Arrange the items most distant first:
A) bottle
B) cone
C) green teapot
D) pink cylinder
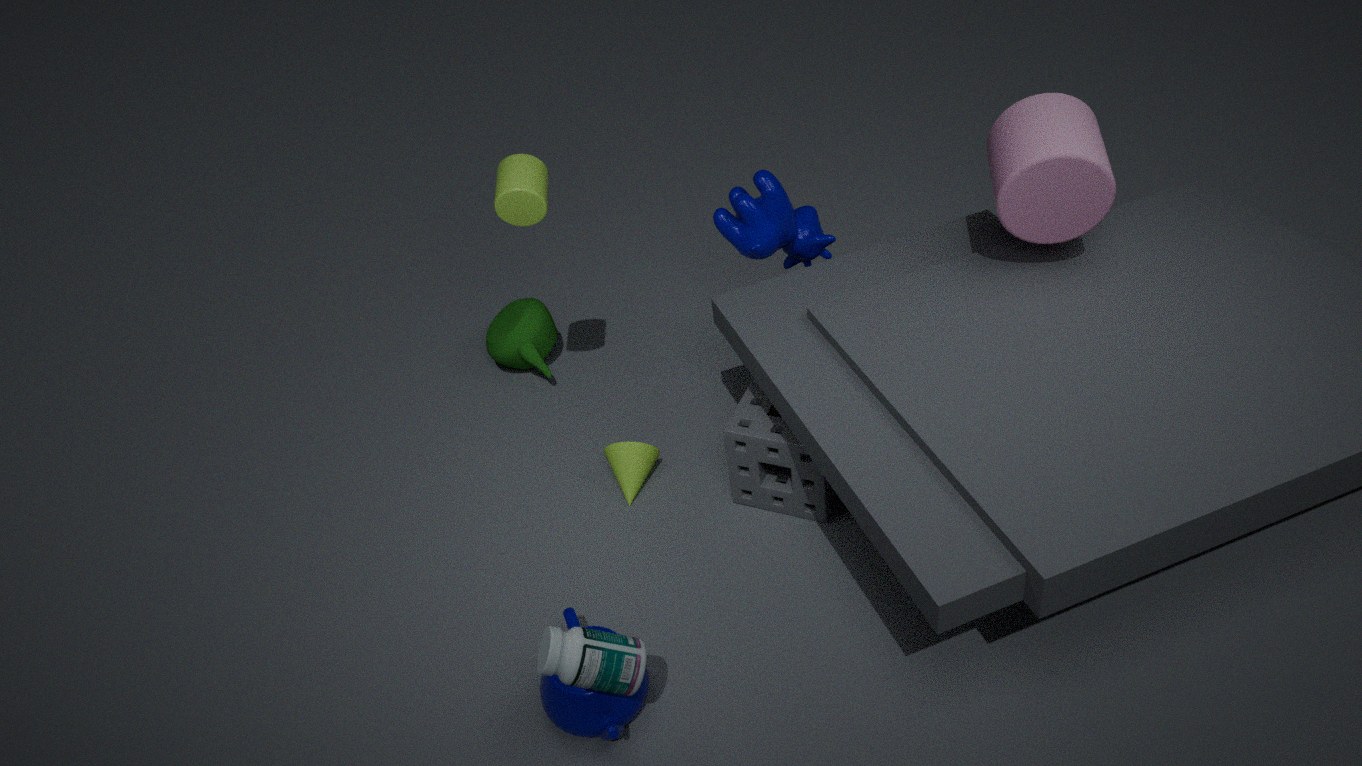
green teapot
cone
pink cylinder
bottle
